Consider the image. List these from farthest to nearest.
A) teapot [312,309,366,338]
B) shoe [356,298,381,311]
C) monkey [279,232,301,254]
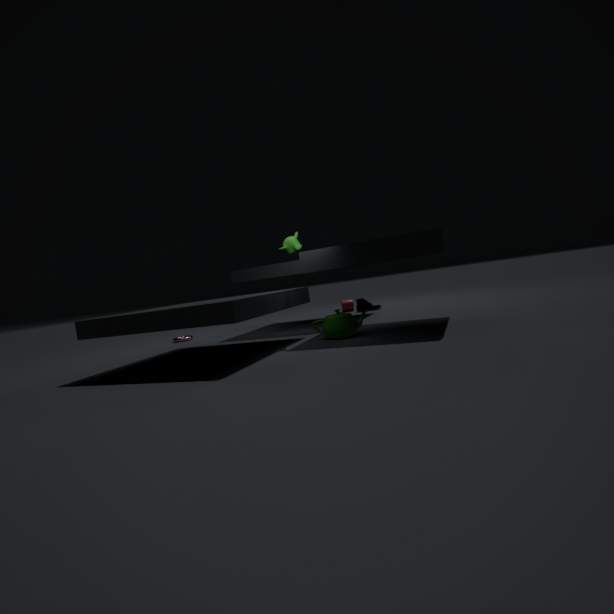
B. shoe [356,298,381,311] → C. monkey [279,232,301,254] → A. teapot [312,309,366,338]
